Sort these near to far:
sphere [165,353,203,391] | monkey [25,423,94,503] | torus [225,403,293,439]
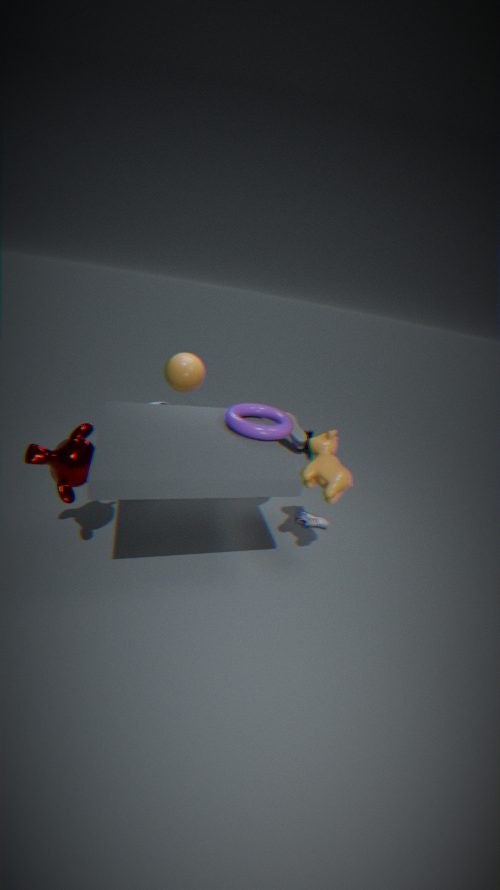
1. monkey [25,423,94,503]
2. torus [225,403,293,439]
3. sphere [165,353,203,391]
